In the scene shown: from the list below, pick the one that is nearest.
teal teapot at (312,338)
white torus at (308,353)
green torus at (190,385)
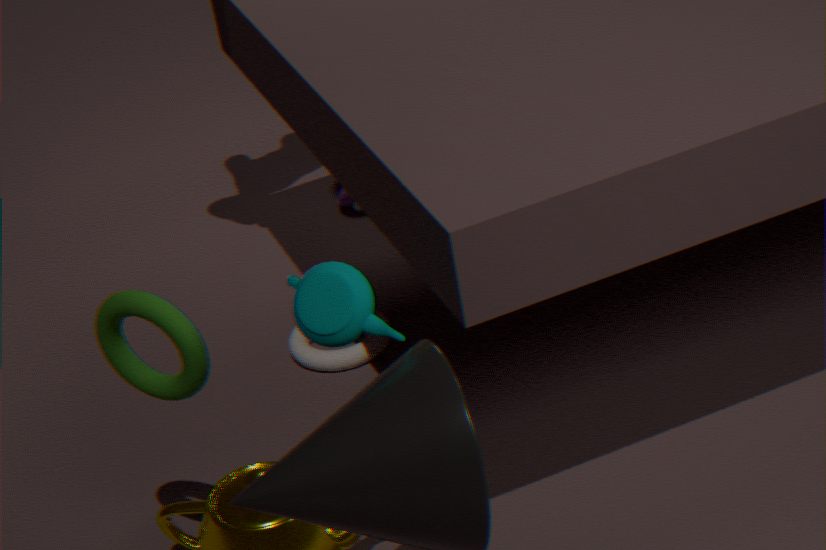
teal teapot at (312,338)
